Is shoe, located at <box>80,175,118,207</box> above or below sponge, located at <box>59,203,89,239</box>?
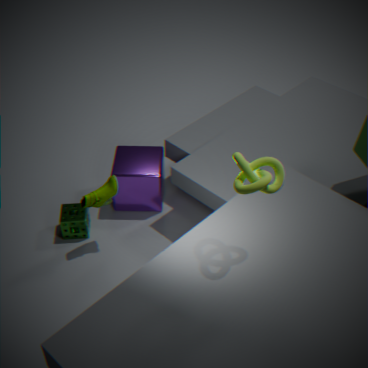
above
